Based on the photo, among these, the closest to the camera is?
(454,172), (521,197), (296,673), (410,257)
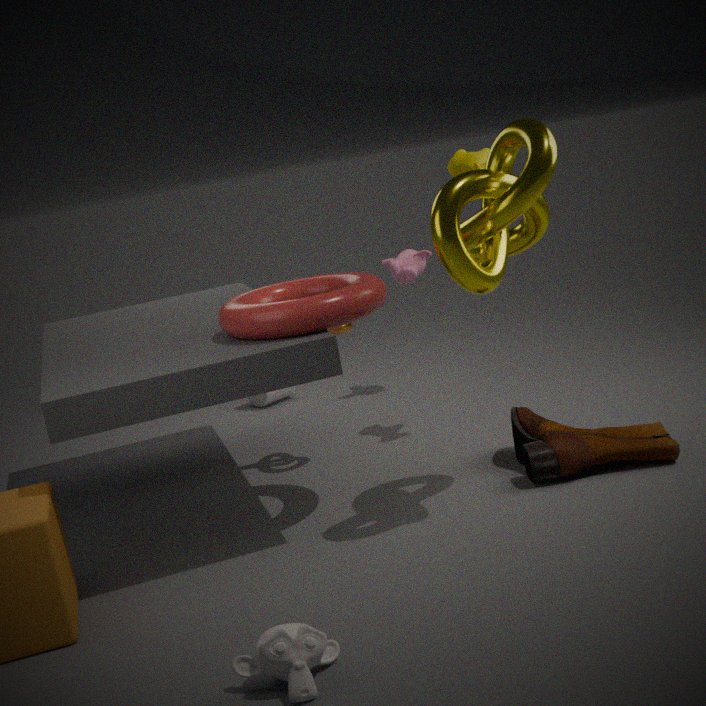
(296,673)
